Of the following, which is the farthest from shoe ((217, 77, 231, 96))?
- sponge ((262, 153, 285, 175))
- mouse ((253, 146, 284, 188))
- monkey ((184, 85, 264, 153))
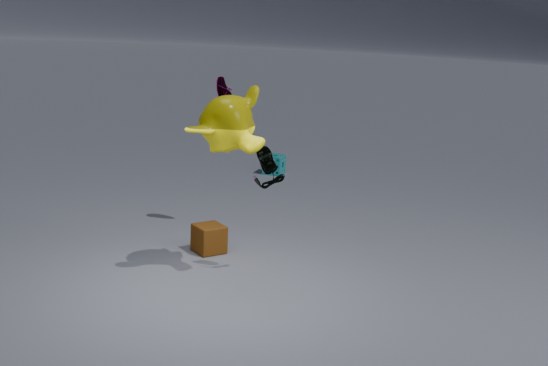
sponge ((262, 153, 285, 175))
